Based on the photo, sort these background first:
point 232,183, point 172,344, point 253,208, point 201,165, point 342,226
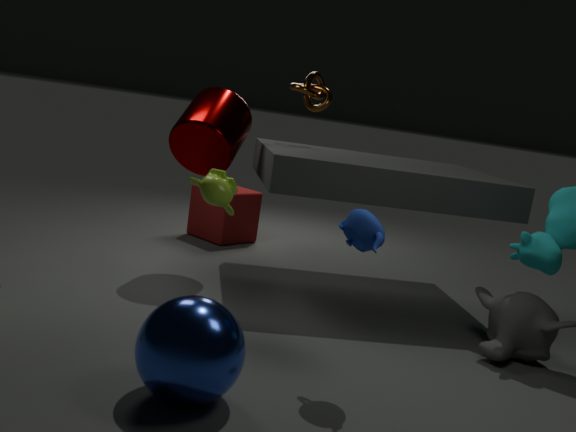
1. point 253,208
2. point 201,165
3. point 232,183
4. point 342,226
5. point 172,344
